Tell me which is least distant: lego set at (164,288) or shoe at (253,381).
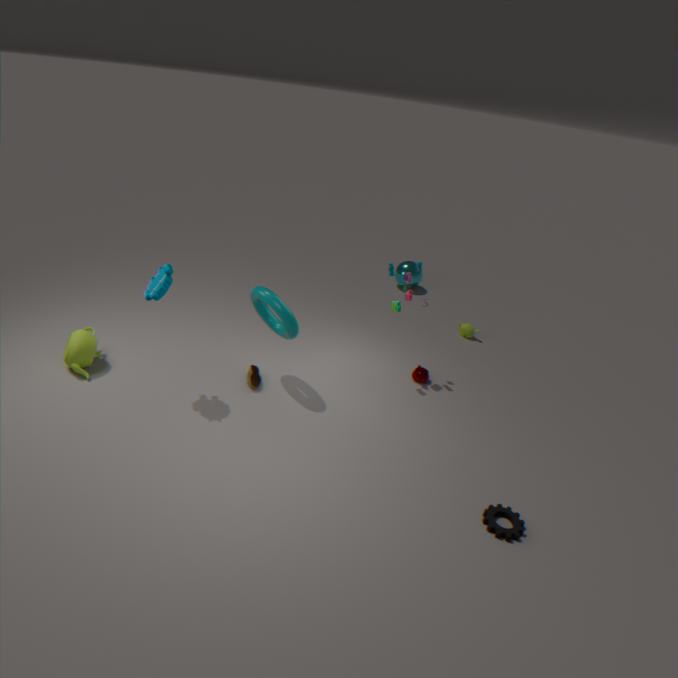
lego set at (164,288)
